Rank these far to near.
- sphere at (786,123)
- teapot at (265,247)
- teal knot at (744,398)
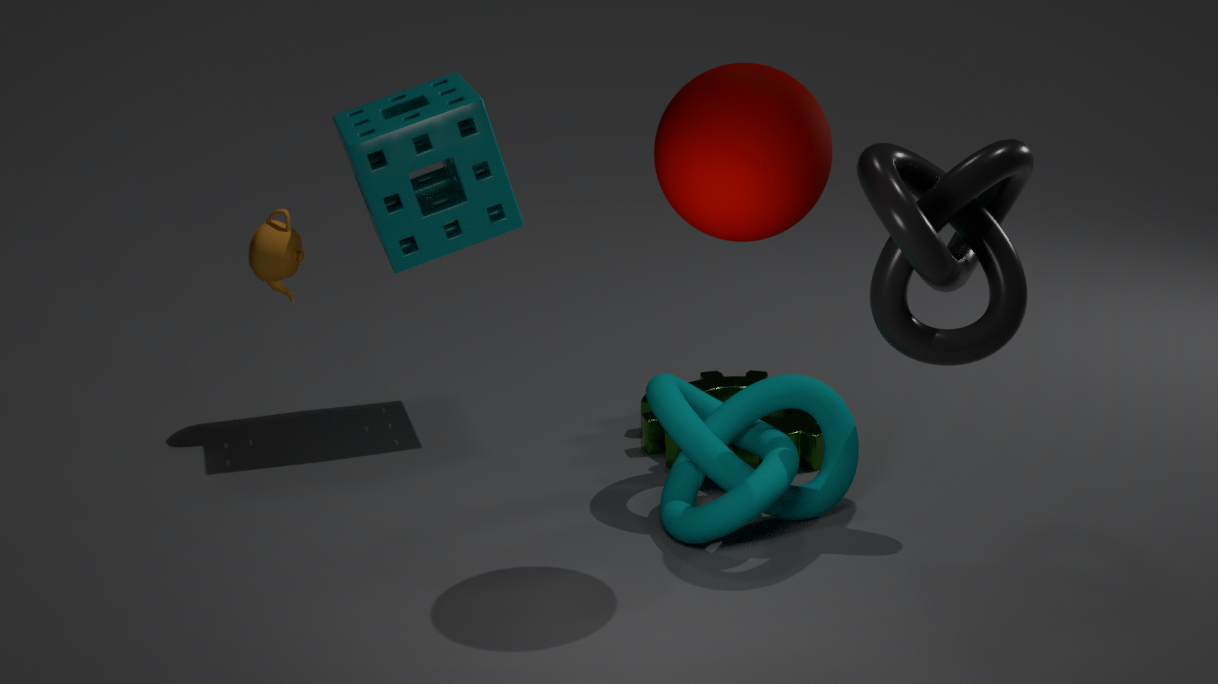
1. teapot at (265,247)
2. teal knot at (744,398)
3. sphere at (786,123)
